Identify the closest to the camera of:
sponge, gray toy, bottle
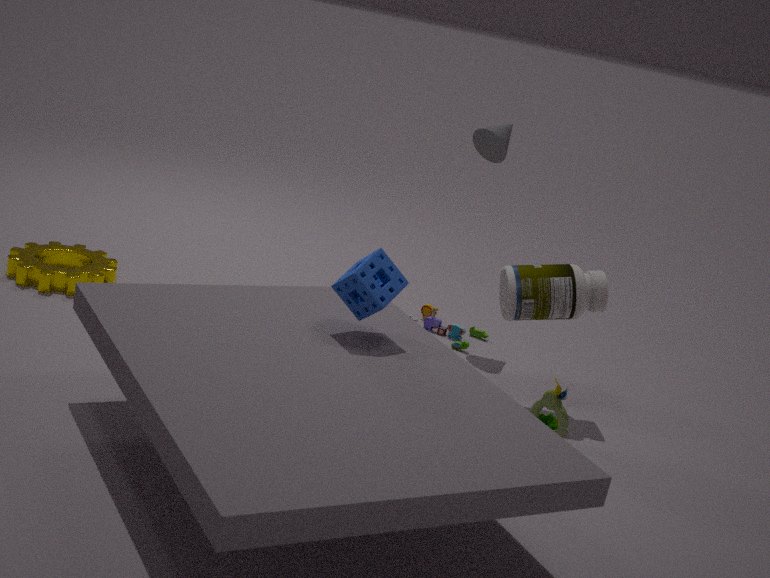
sponge
